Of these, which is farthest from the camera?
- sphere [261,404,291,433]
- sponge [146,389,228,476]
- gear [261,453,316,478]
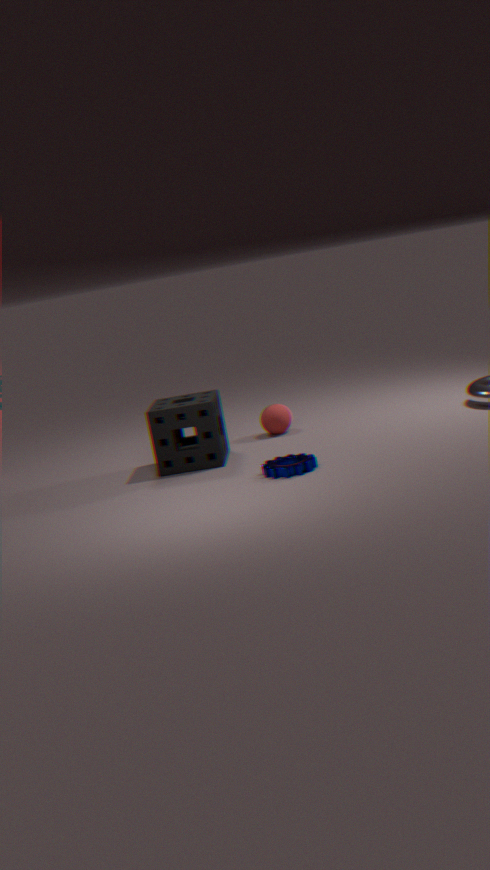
sphere [261,404,291,433]
